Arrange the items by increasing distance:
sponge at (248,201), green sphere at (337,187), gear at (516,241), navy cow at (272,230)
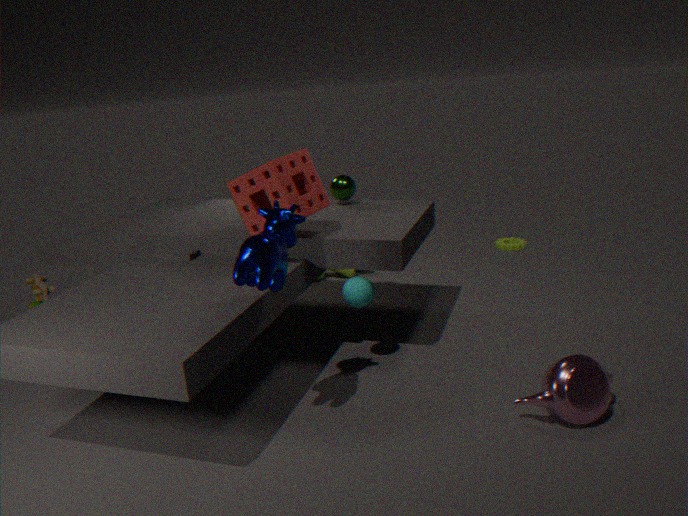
1. navy cow at (272,230)
2. sponge at (248,201)
3. green sphere at (337,187)
4. gear at (516,241)
